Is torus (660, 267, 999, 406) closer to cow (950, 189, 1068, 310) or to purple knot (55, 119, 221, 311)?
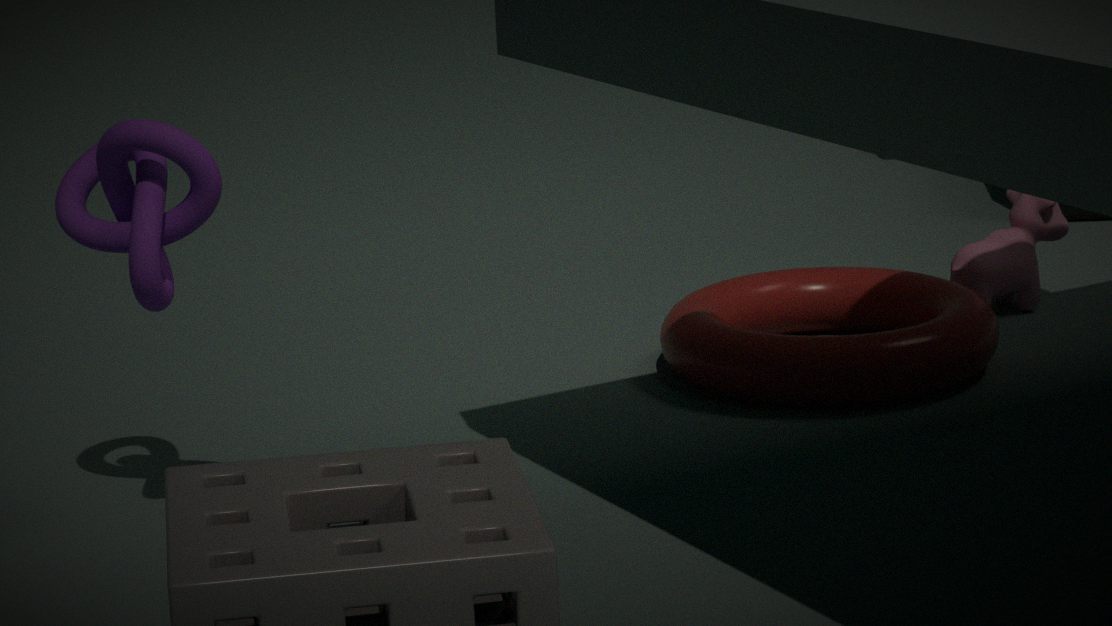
cow (950, 189, 1068, 310)
